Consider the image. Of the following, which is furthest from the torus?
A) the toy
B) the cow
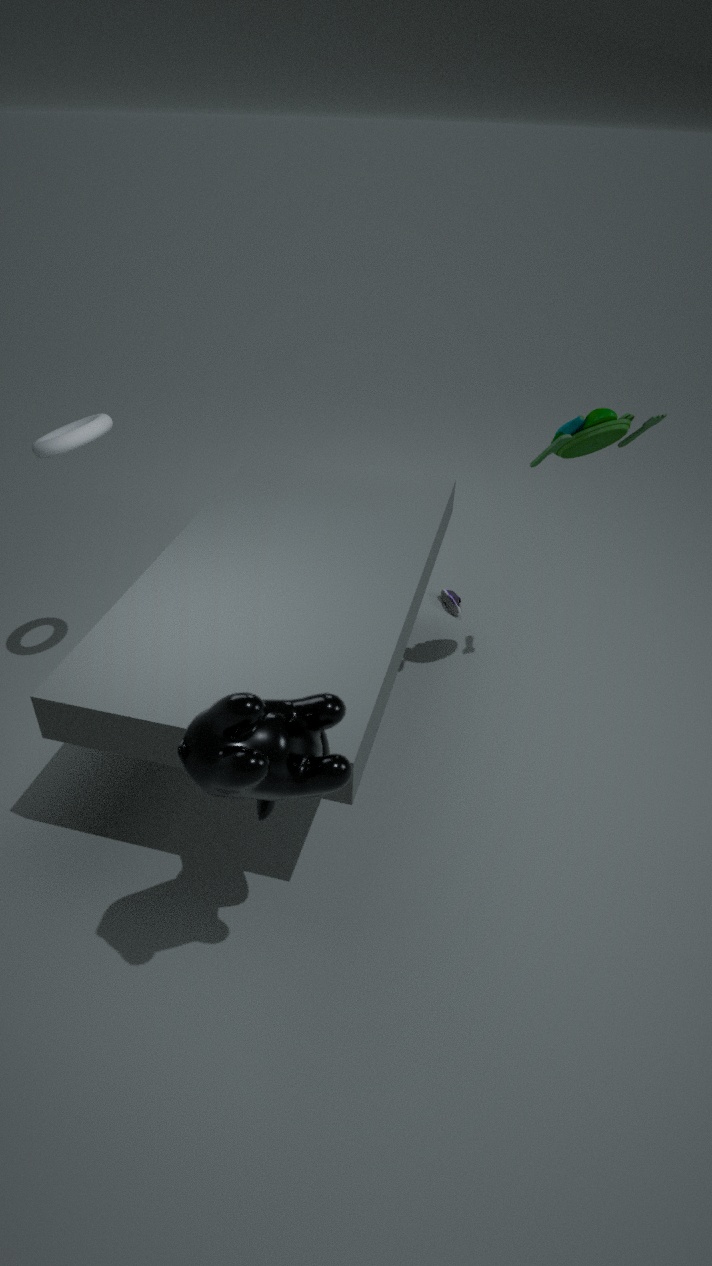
the toy
